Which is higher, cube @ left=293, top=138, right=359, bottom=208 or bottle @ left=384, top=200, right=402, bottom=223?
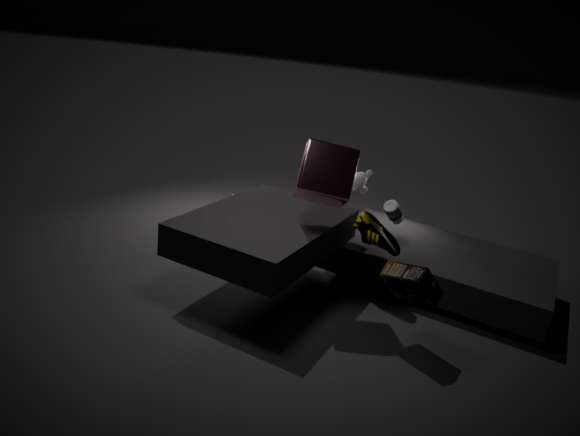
cube @ left=293, top=138, right=359, bottom=208
